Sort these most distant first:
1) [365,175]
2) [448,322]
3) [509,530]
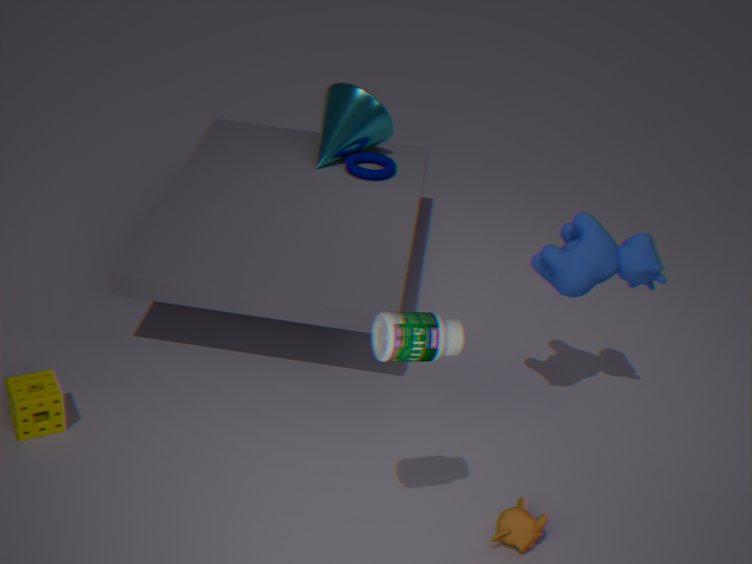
1. [365,175], 3. [509,530], 2. [448,322]
